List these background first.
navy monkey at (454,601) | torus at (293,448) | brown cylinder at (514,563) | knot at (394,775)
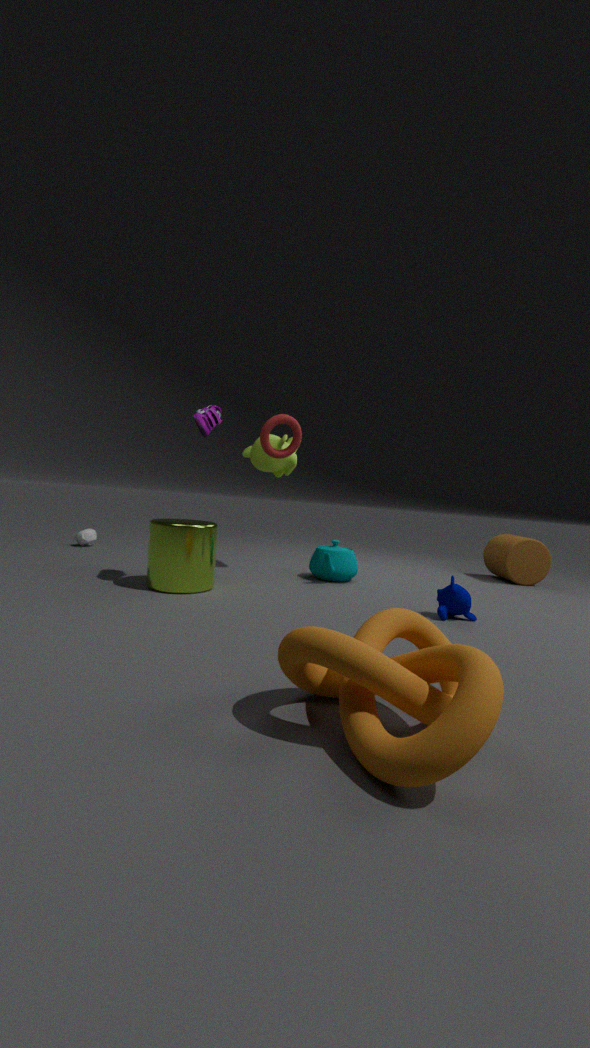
brown cylinder at (514,563) → torus at (293,448) → navy monkey at (454,601) → knot at (394,775)
